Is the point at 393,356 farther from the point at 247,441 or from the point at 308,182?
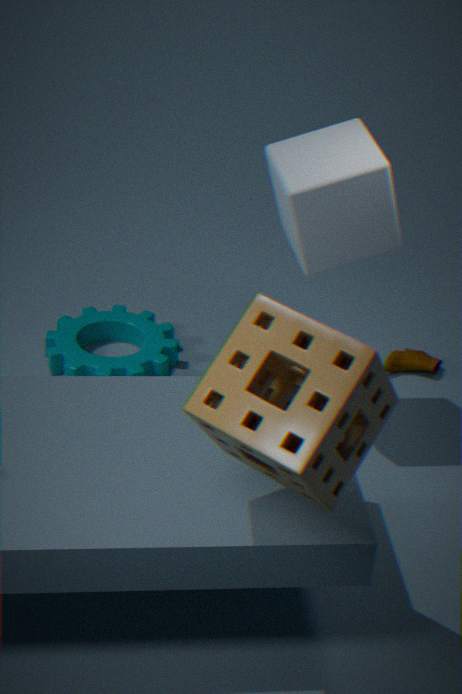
the point at 247,441
